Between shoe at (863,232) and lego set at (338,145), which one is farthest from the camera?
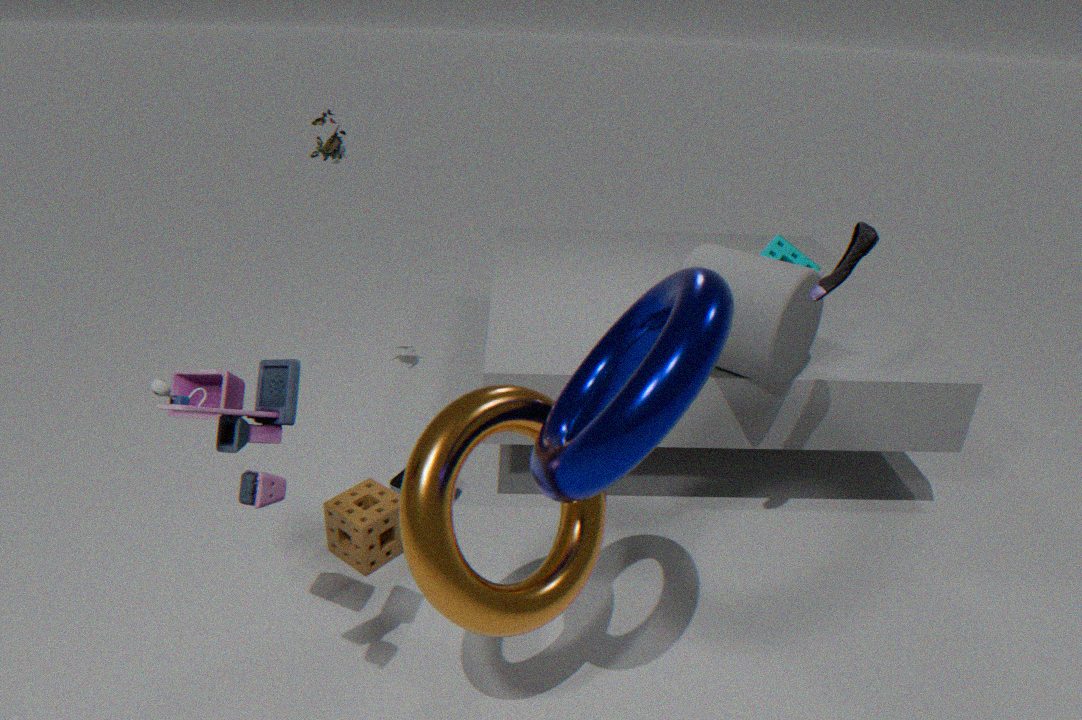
lego set at (338,145)
